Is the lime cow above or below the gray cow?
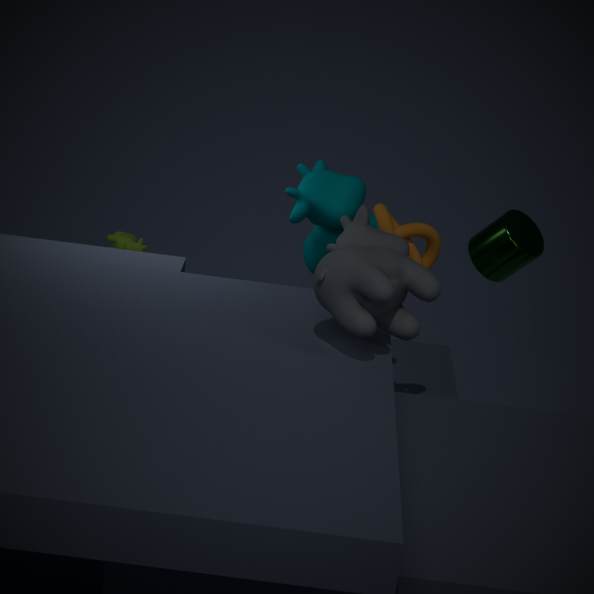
below
